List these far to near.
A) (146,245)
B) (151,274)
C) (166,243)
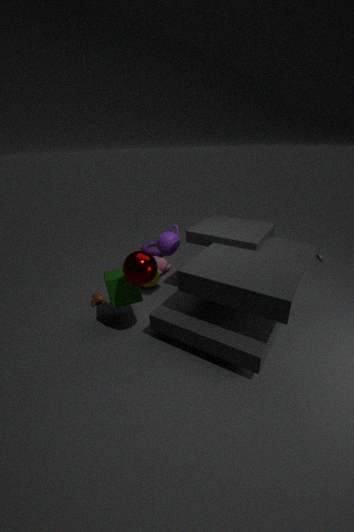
1. (146,245)
2. (166,243)
3. (151,274)
